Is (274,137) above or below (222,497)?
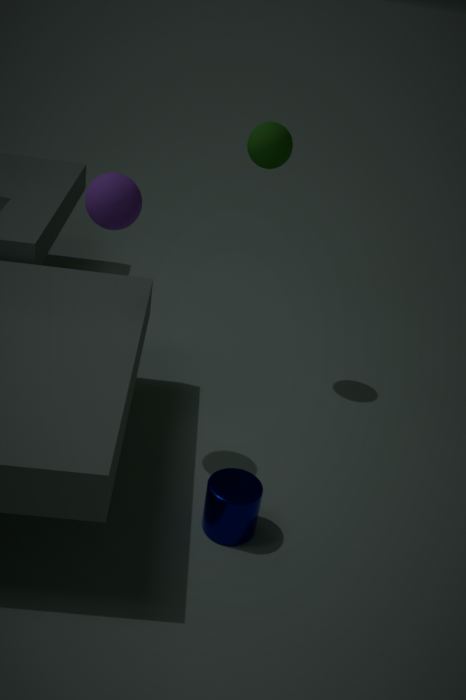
above
